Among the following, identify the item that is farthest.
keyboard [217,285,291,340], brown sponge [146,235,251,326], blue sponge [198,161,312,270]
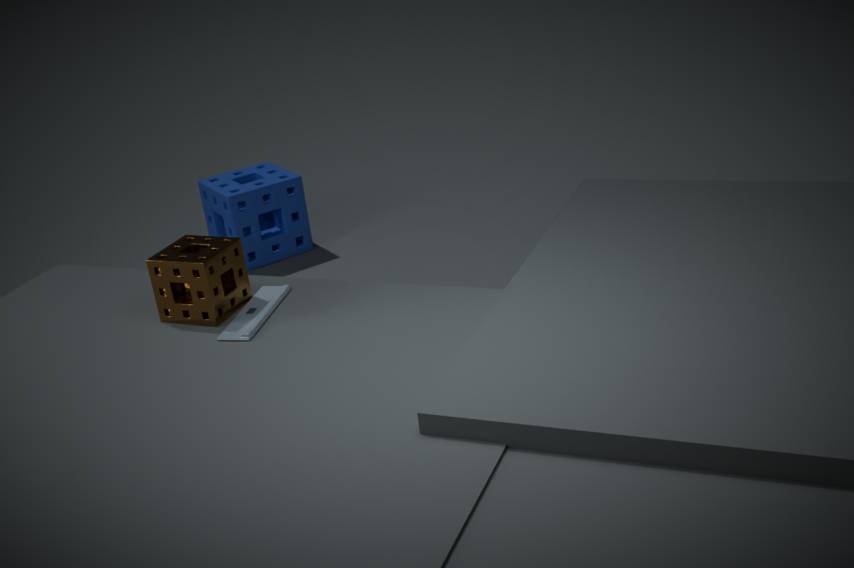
blue sponge [198,161,312,270]
